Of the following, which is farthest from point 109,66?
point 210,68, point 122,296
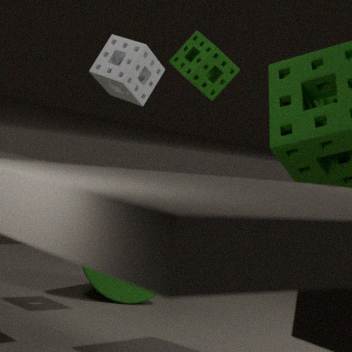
point 122,296
